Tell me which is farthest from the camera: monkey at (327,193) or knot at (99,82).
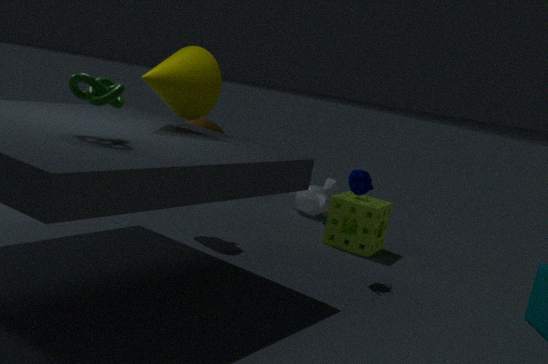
monkey at (327,193)
